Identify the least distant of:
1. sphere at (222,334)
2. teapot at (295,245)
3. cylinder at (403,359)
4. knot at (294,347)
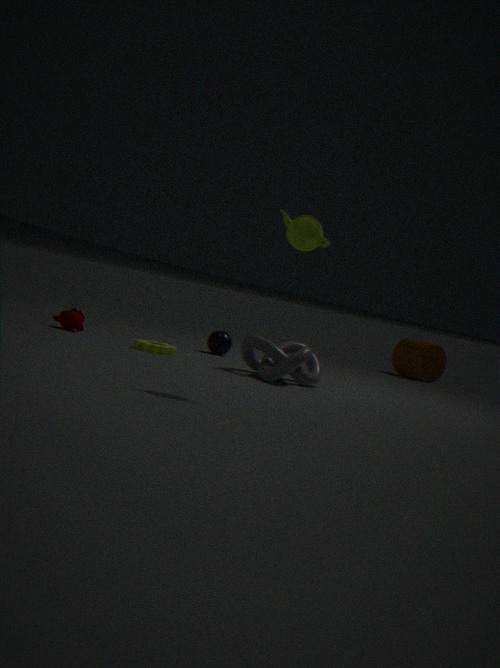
teapot at (295,245)
